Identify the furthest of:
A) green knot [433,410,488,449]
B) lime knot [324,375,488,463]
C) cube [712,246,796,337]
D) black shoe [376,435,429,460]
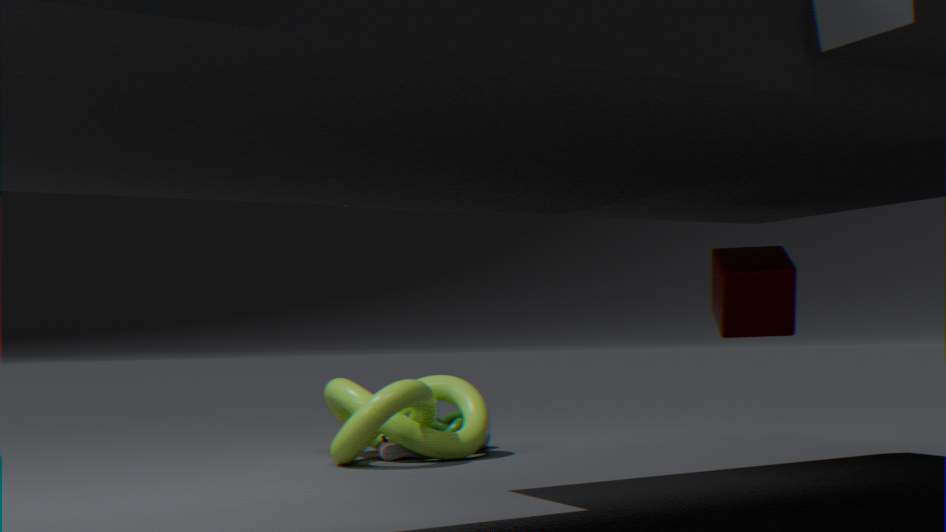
green knot [433,410,488,449]
